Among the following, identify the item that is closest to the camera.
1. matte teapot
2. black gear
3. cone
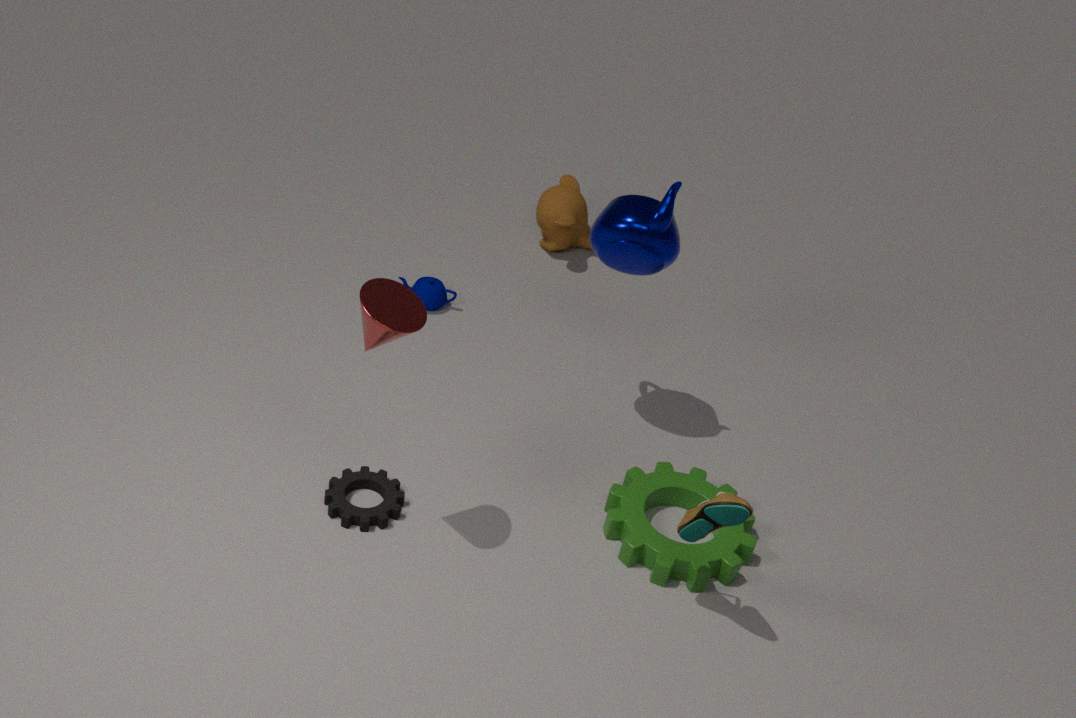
cone
